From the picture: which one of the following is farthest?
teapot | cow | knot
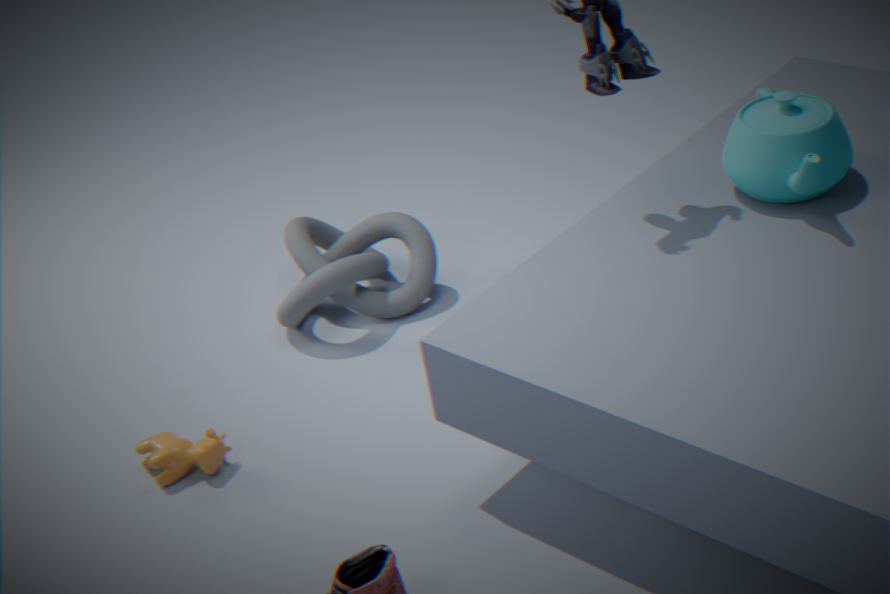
knot
